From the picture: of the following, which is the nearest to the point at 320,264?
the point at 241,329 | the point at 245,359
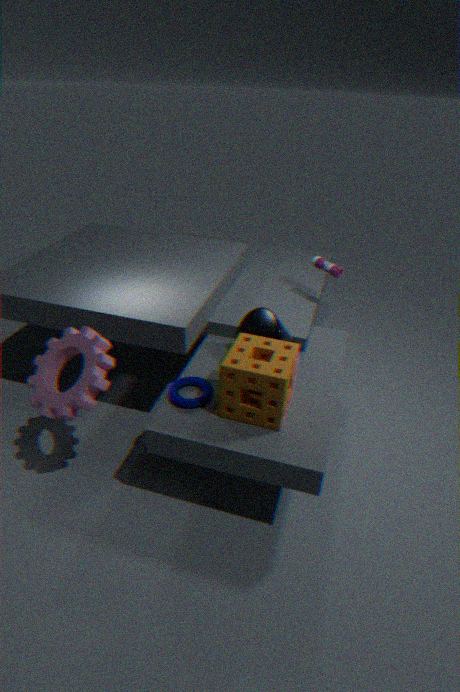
the point at 241,329
